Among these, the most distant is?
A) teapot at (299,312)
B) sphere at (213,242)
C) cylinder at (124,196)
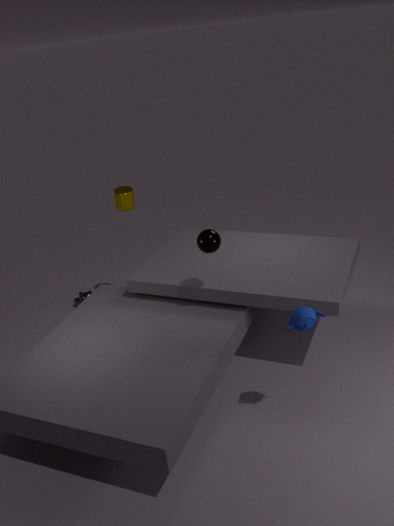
C. cylinder at (124,196)
